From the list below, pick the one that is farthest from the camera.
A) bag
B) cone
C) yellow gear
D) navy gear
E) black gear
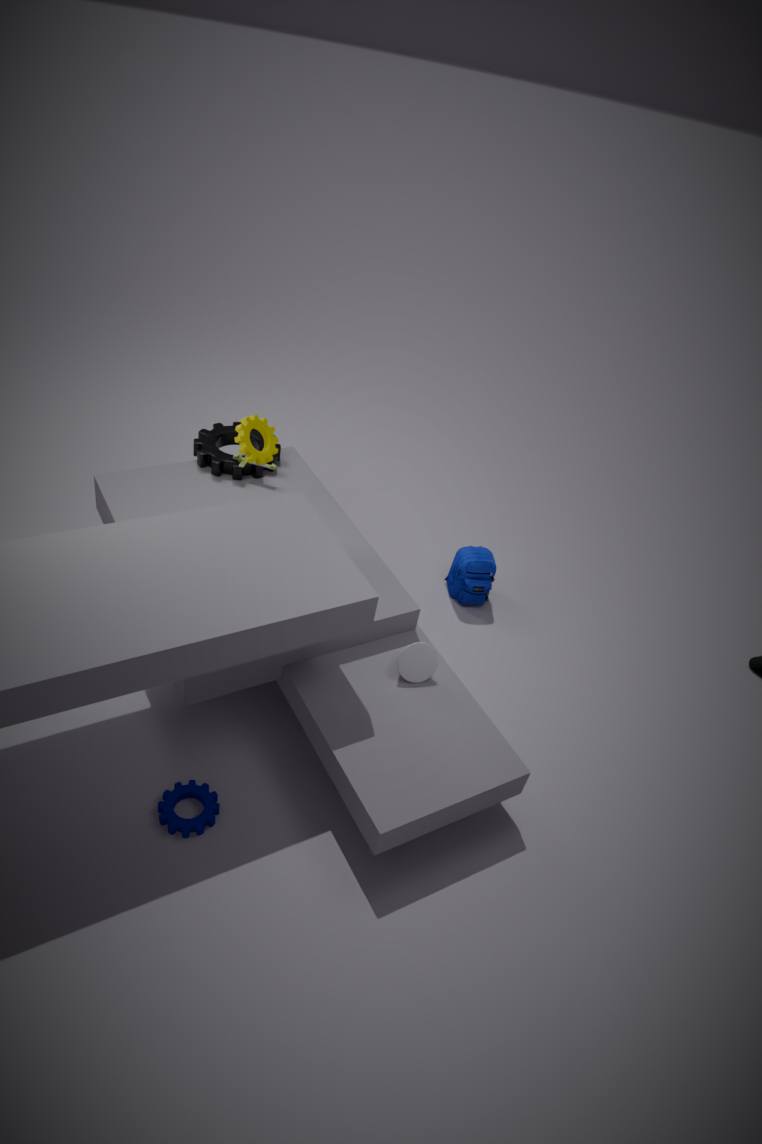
bag
